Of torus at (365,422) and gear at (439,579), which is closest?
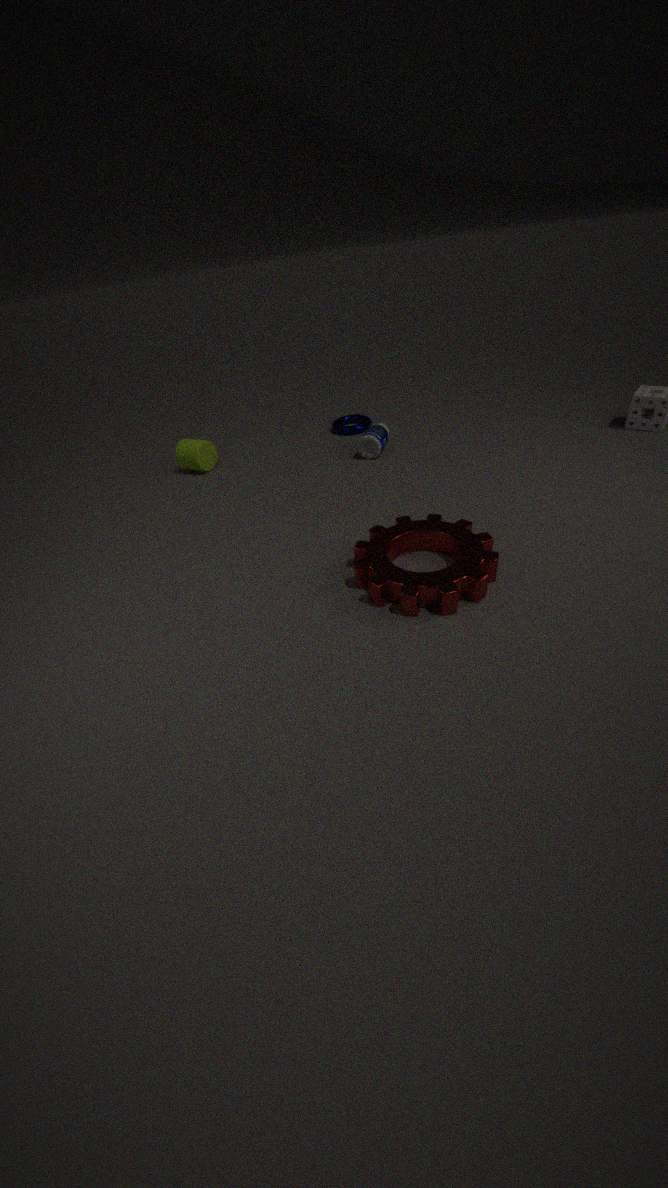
gear at (439,579)
